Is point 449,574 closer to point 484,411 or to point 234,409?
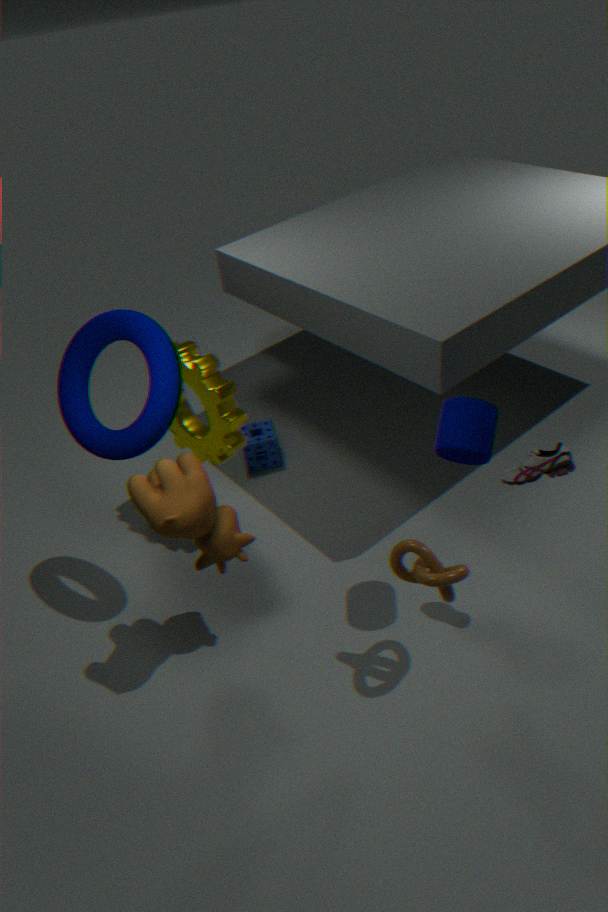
point 484,411
